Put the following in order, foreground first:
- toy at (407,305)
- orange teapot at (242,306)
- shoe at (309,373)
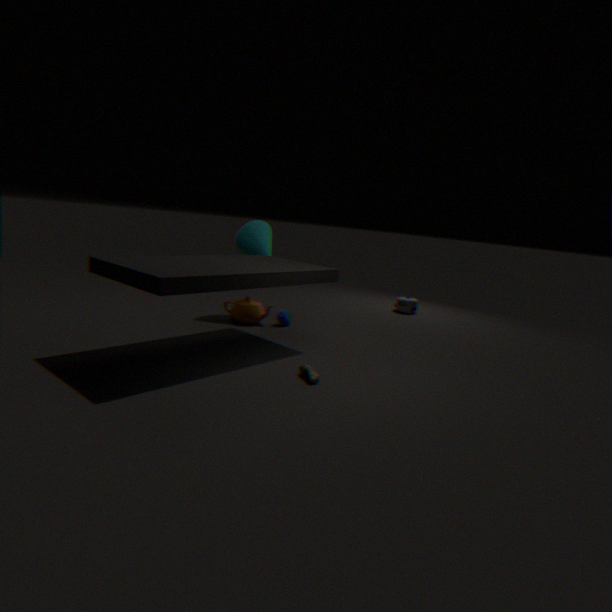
shoe at (309,373) < orange teapot at (242,306) < toy at (407,305)
